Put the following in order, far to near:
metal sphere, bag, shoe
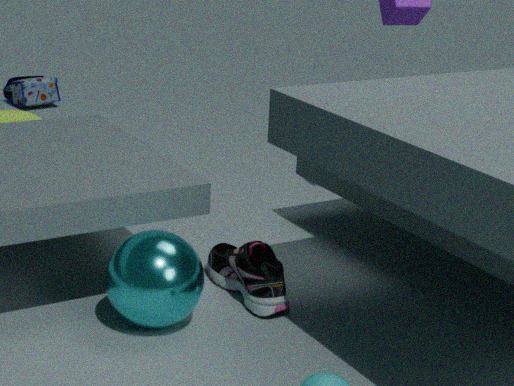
bag
shoe
metal sphere
